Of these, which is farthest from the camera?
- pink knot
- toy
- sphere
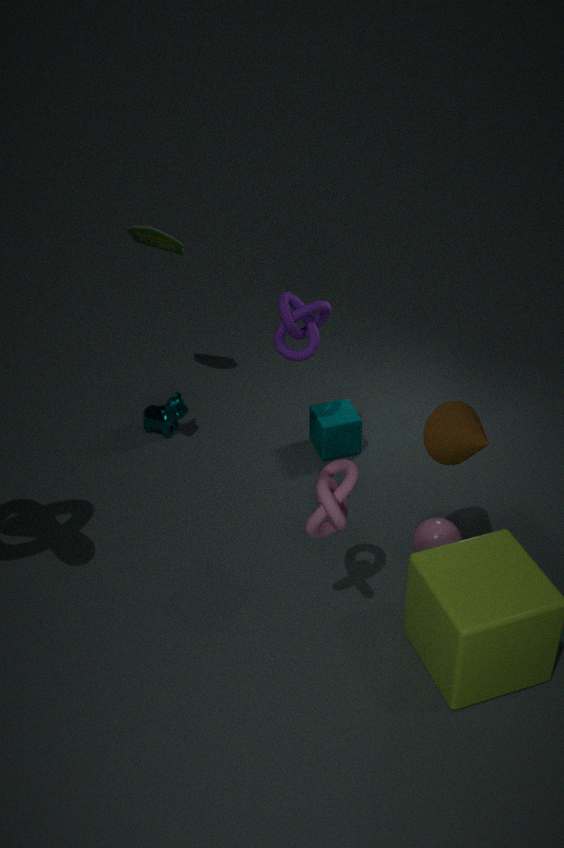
toy
